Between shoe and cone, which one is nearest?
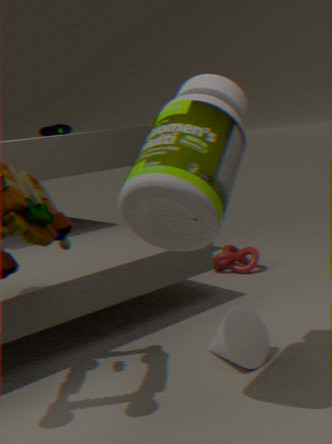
cone
